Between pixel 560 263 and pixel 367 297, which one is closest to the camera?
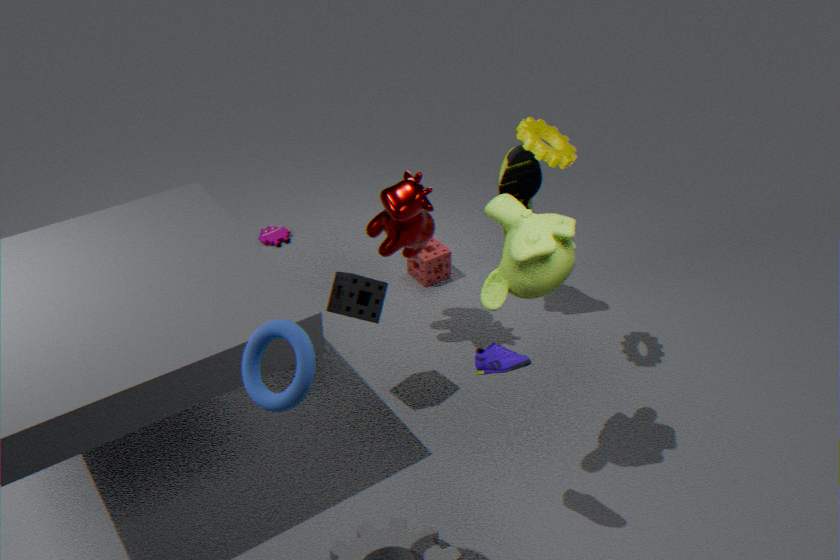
pixel 560 263
